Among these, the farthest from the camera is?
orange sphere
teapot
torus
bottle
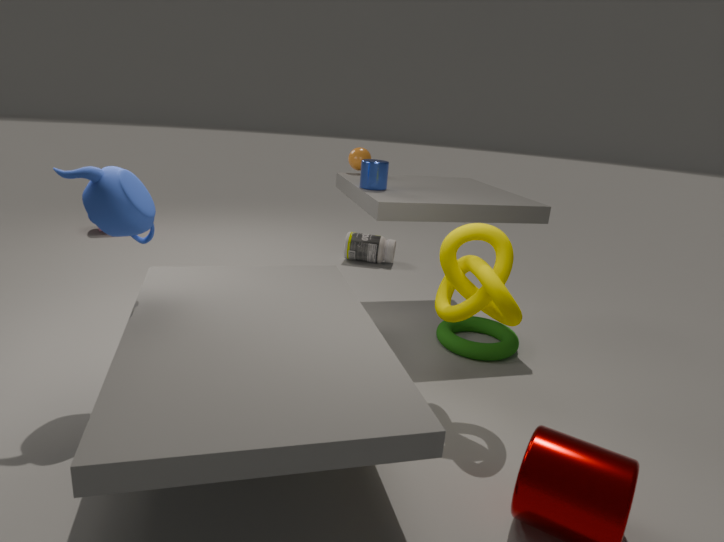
bottle
